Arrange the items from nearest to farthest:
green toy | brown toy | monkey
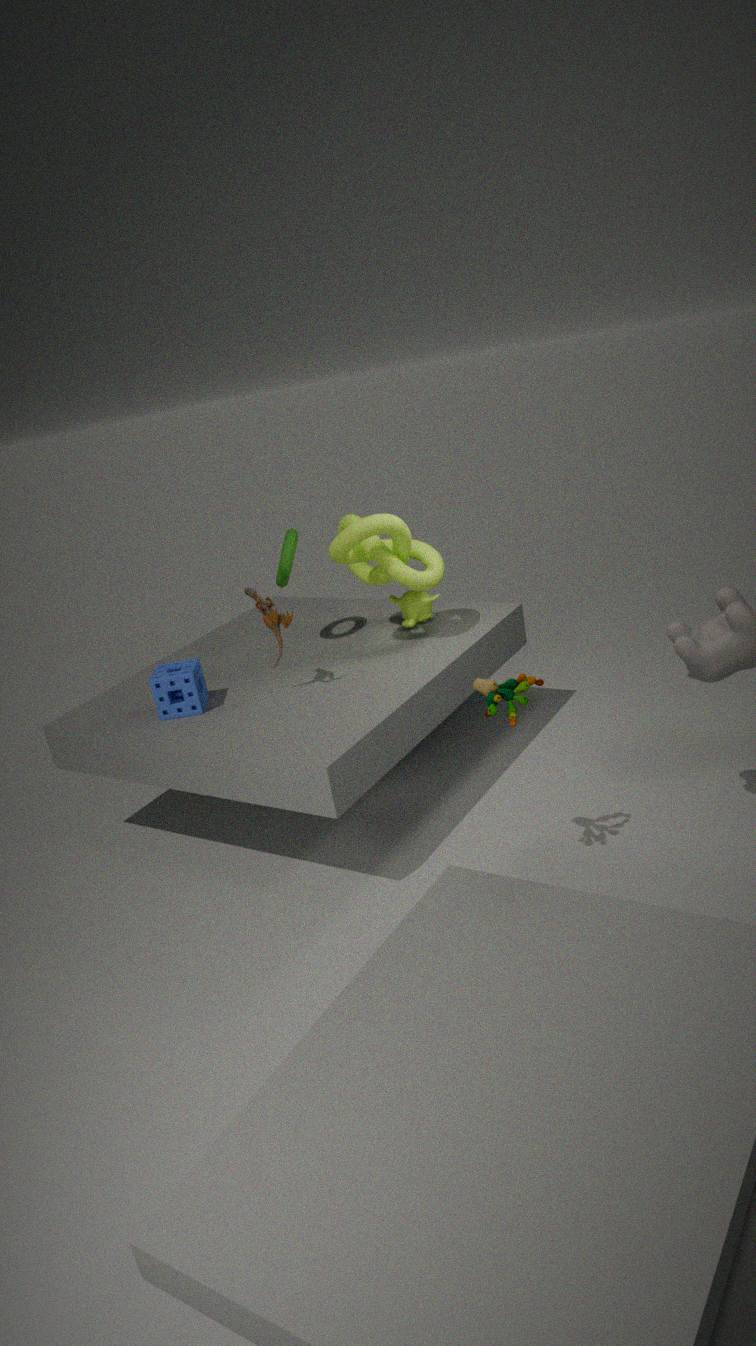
green toy, brown toy, monkey
